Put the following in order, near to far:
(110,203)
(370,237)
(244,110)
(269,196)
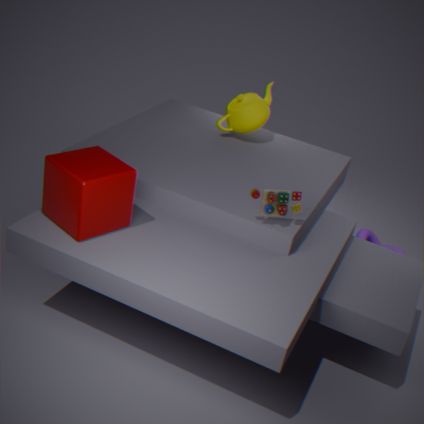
(110,203)
(269,196)
(244,110)
(370,237)
